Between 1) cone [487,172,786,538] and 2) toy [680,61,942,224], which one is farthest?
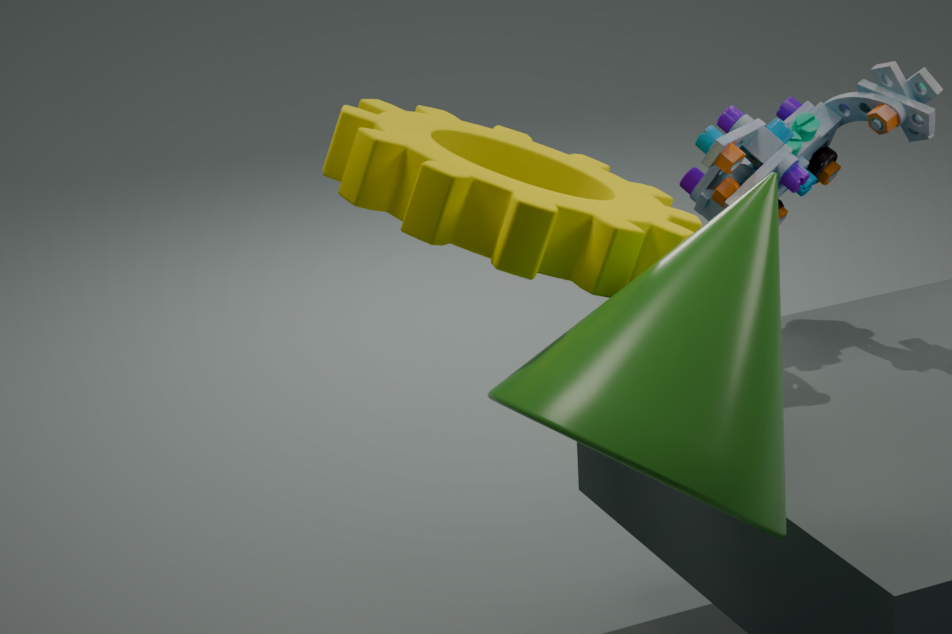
2. toy [680,61,942,224]
